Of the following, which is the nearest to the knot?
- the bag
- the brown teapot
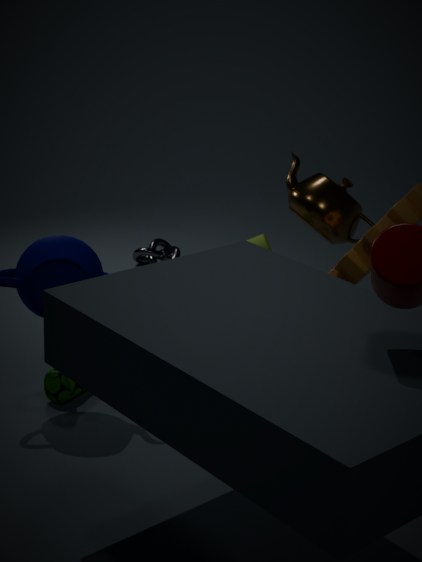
the brown teapot
